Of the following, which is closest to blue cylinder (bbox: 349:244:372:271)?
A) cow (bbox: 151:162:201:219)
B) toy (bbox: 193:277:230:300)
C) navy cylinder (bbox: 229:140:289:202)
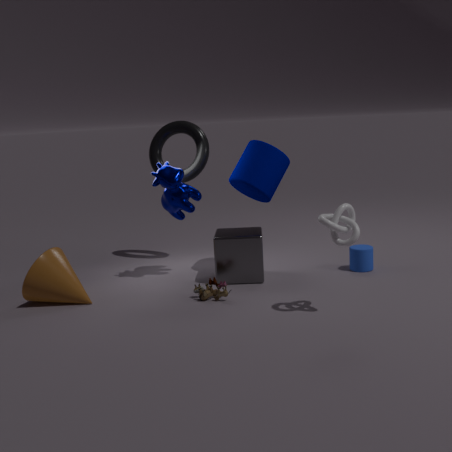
navy cylinder (bbox: 229:140:289:202)
